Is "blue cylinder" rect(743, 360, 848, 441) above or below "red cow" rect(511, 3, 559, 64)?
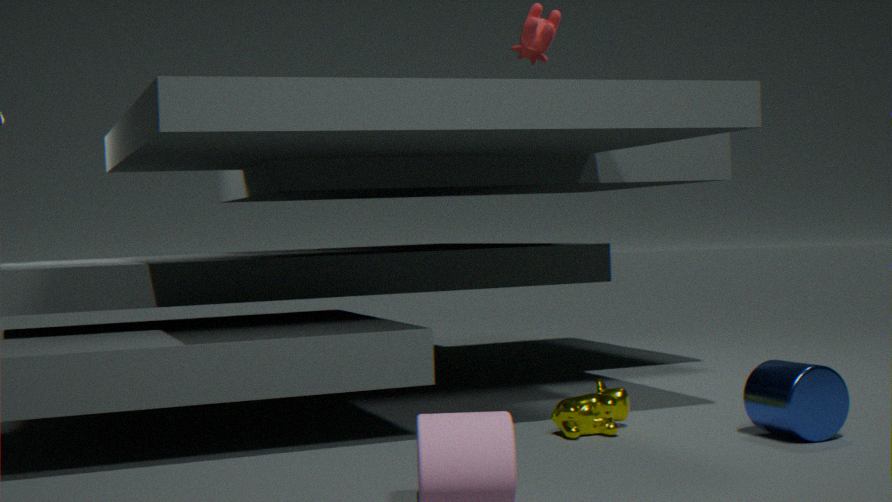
below
